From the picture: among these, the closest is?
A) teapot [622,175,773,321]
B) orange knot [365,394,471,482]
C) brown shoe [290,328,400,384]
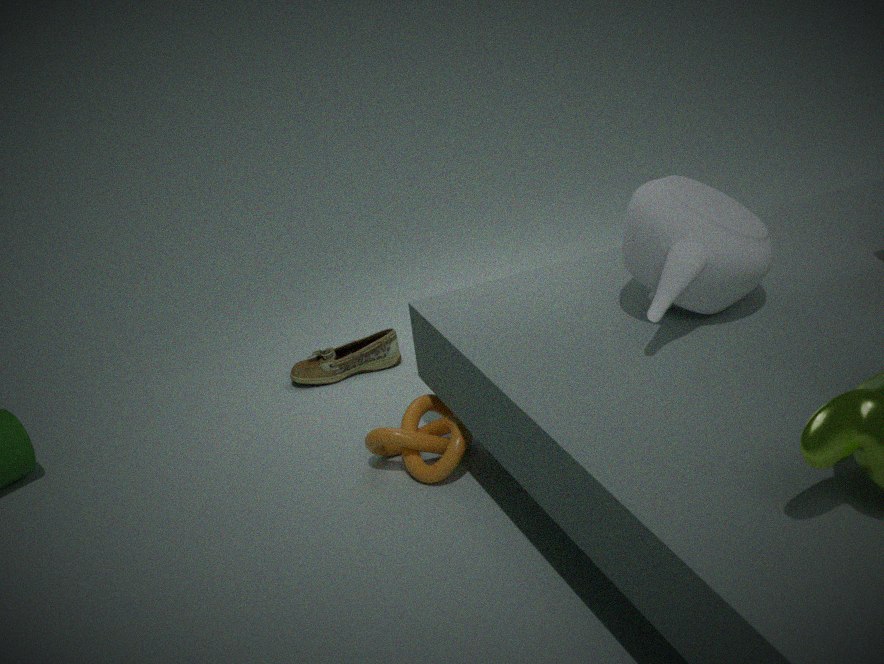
teapot [622,175,773,321]
